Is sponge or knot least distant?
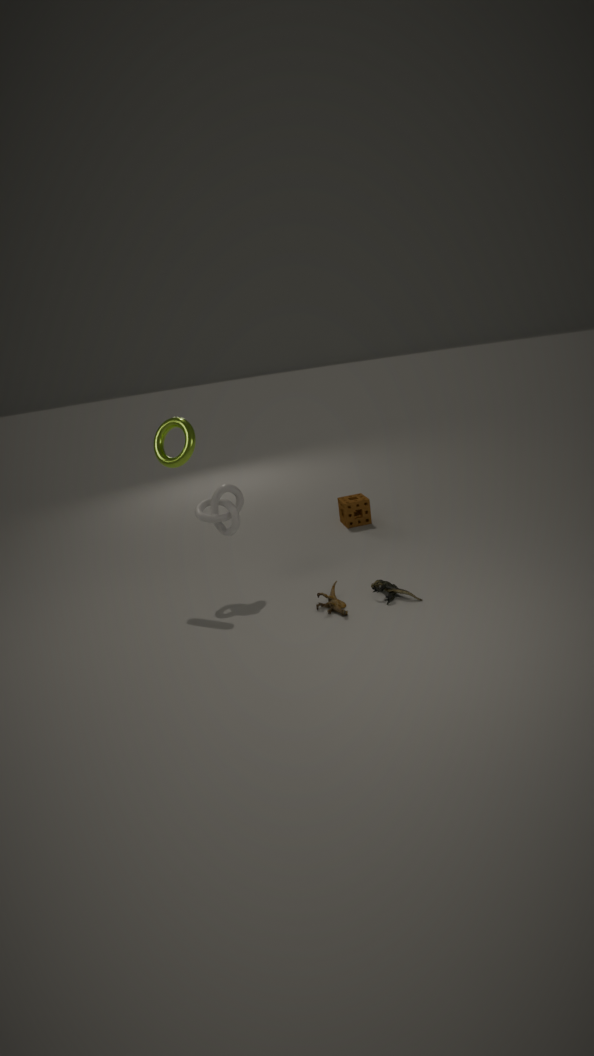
knot
